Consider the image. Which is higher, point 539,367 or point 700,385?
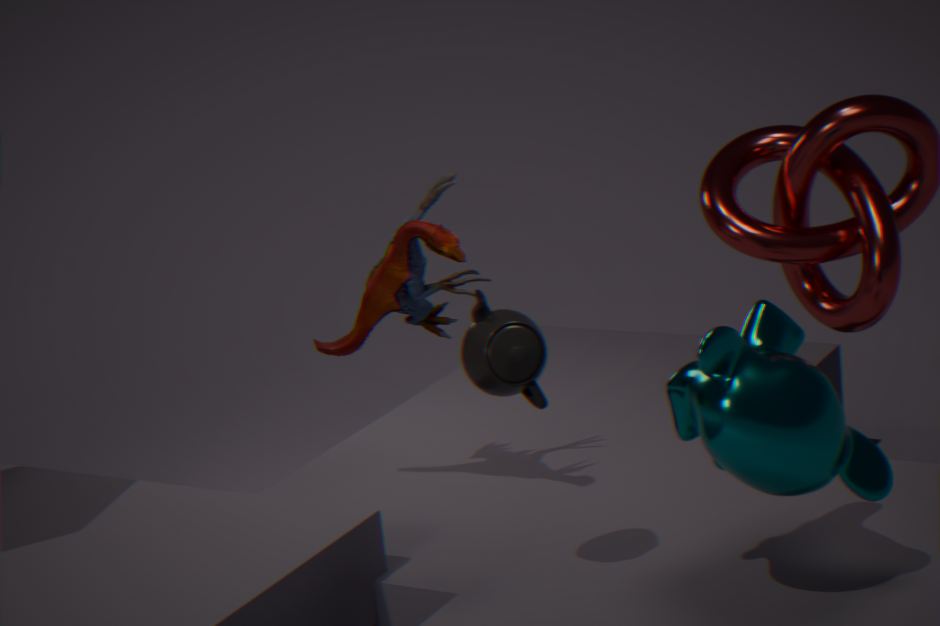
point 539,367
